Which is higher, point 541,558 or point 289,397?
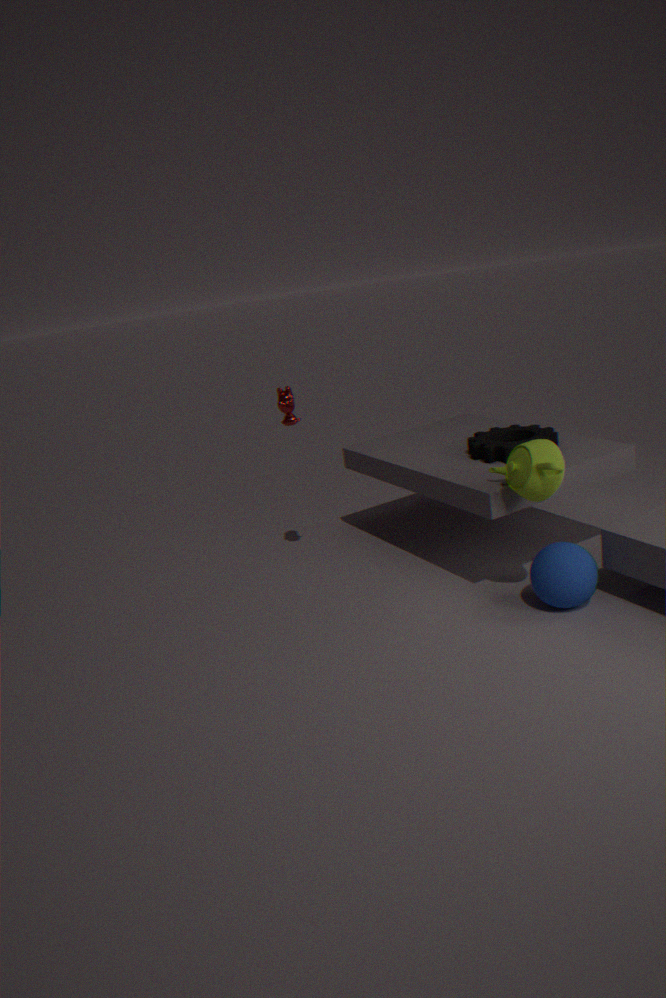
point 289,397
